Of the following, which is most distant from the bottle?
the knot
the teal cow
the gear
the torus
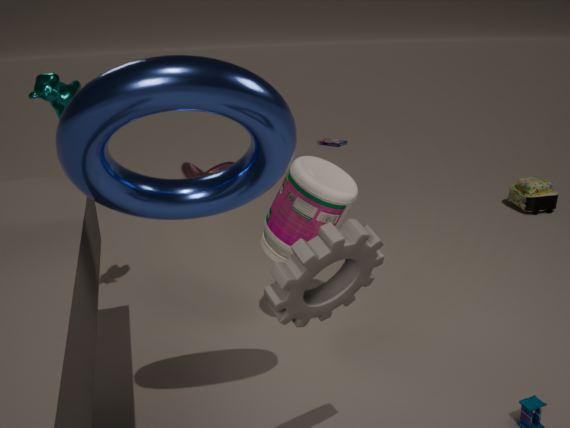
the knot
